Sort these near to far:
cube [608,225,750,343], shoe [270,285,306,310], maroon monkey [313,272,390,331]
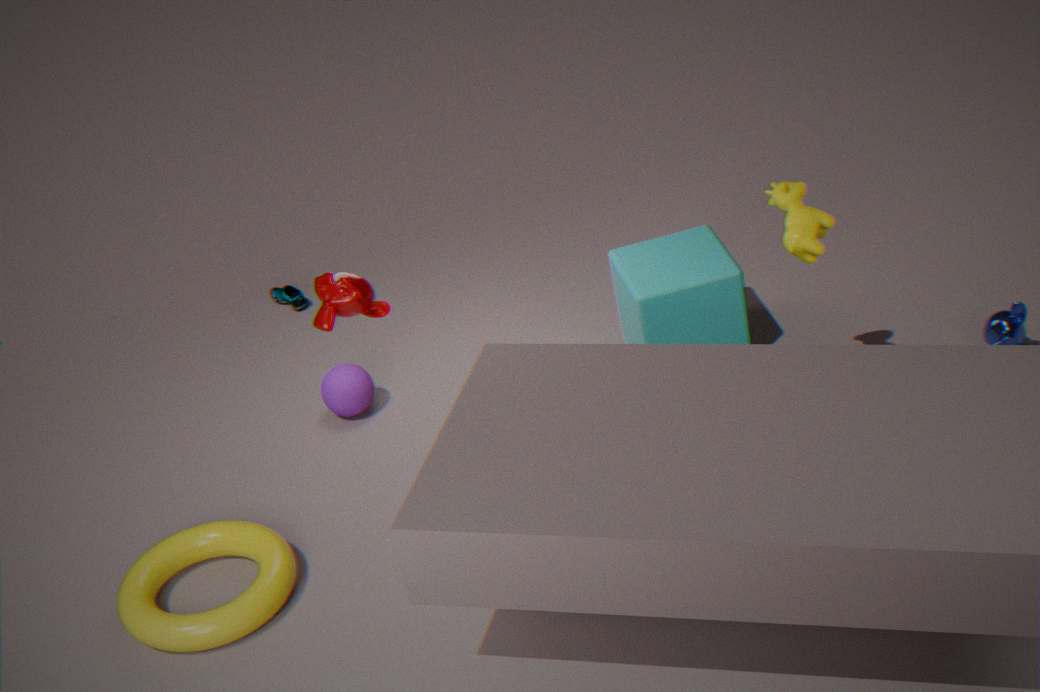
maroon monkey [313,272,390,331] → cube [608,225,750,343] → shoe [270,285,306,310]
